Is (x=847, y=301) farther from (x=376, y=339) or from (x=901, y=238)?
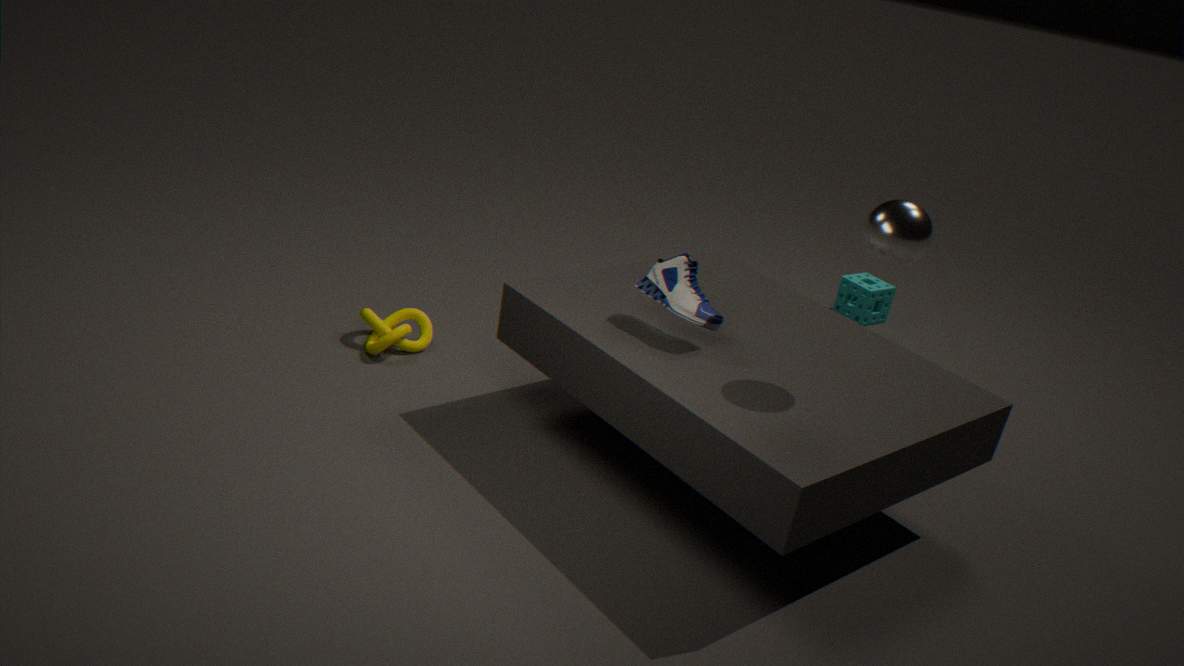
(x=376, y=339)
